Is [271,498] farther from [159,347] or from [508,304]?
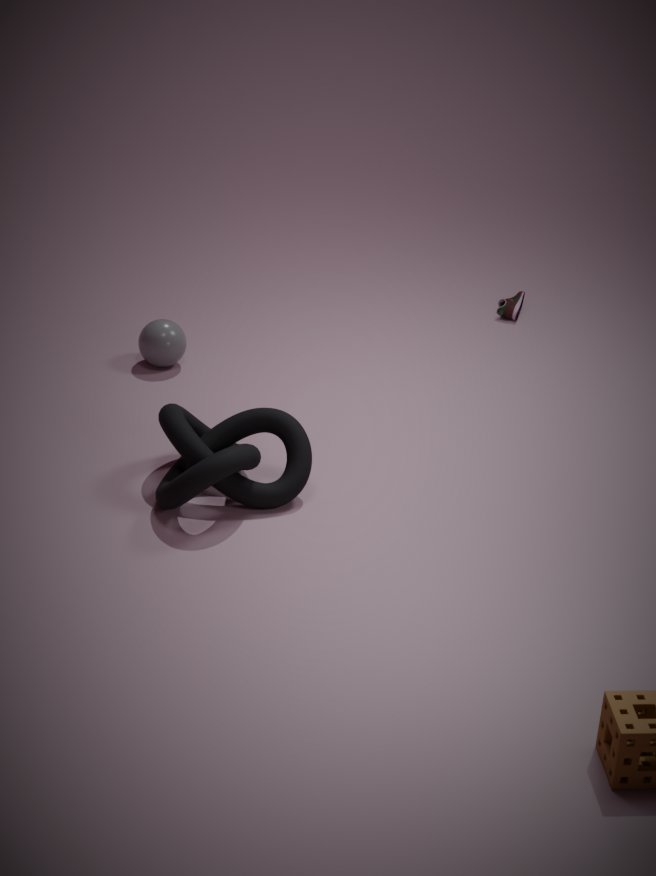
[508,304]
